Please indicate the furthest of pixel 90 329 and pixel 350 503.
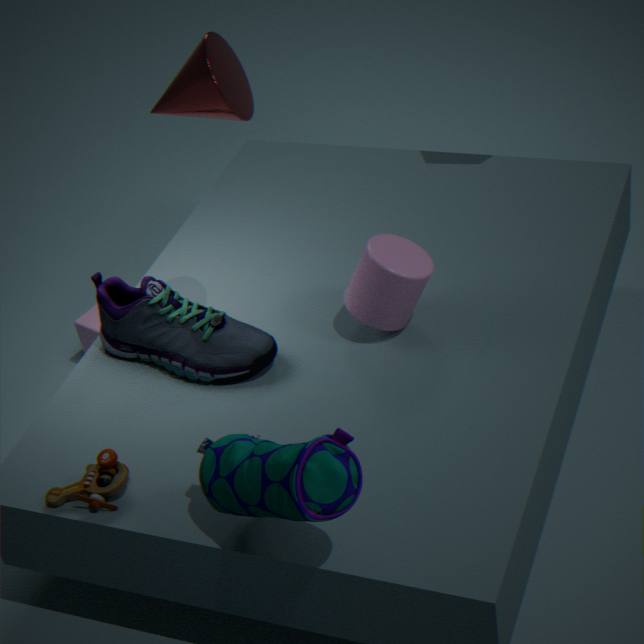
pixel 90 329
